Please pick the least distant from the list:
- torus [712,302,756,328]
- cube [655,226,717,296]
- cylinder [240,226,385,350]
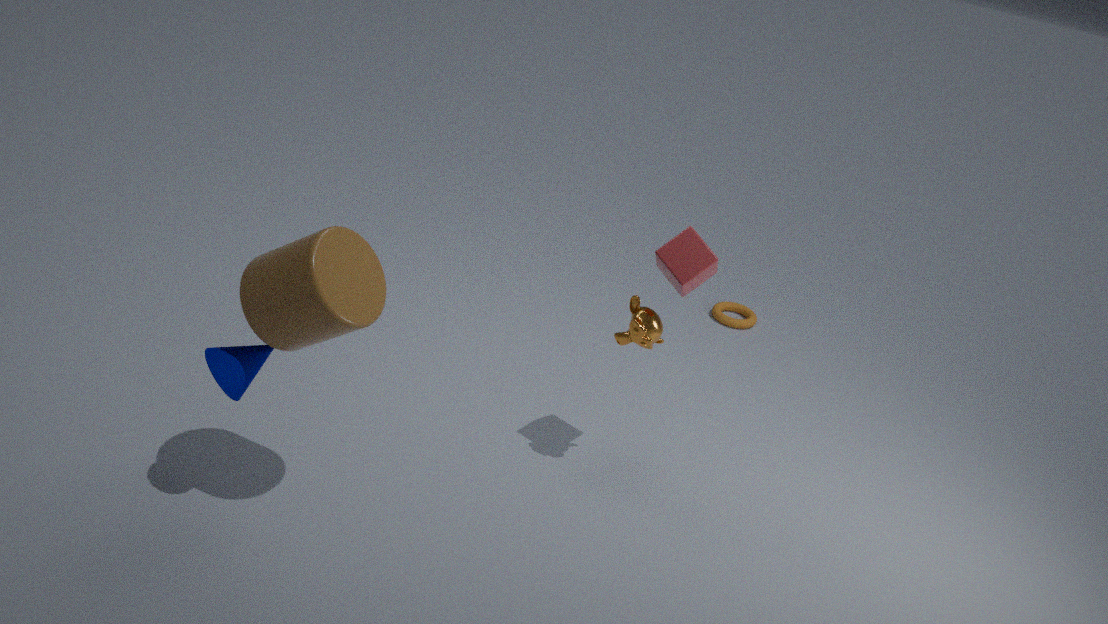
cylinder [240,226,385,350]
